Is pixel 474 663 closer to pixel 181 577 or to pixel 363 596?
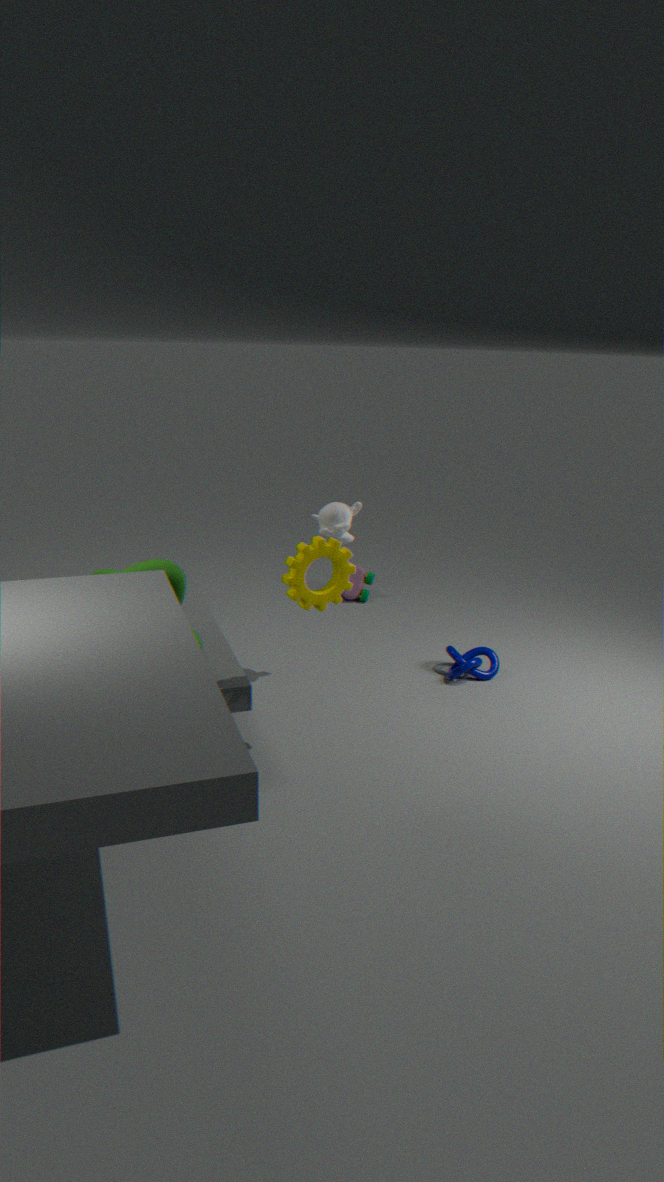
pixel 363 596
